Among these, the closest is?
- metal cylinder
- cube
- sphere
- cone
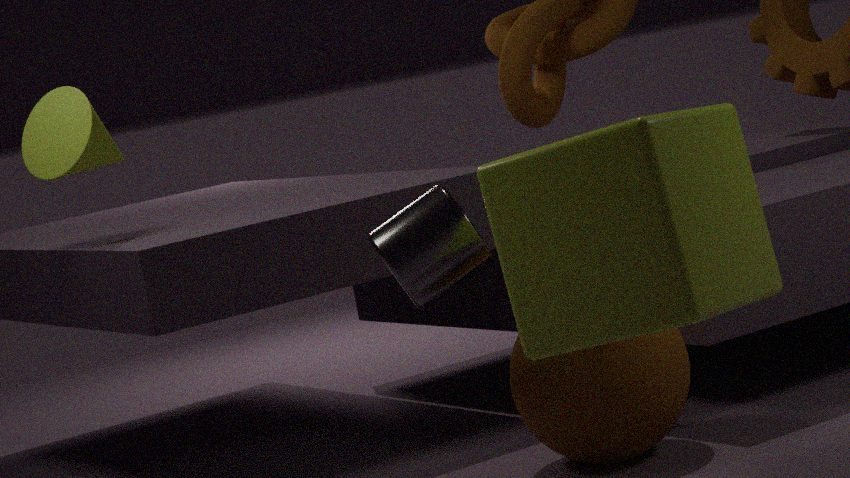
cube
